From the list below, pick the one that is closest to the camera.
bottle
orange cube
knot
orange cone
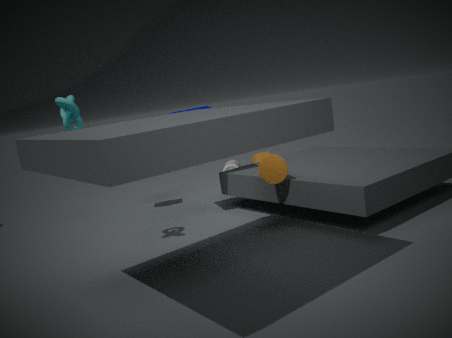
knot
